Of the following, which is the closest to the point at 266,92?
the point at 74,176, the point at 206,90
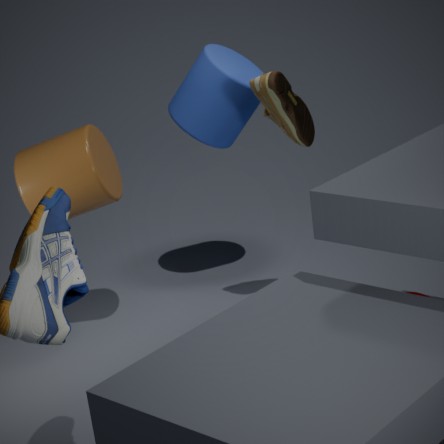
the point at 206,90
